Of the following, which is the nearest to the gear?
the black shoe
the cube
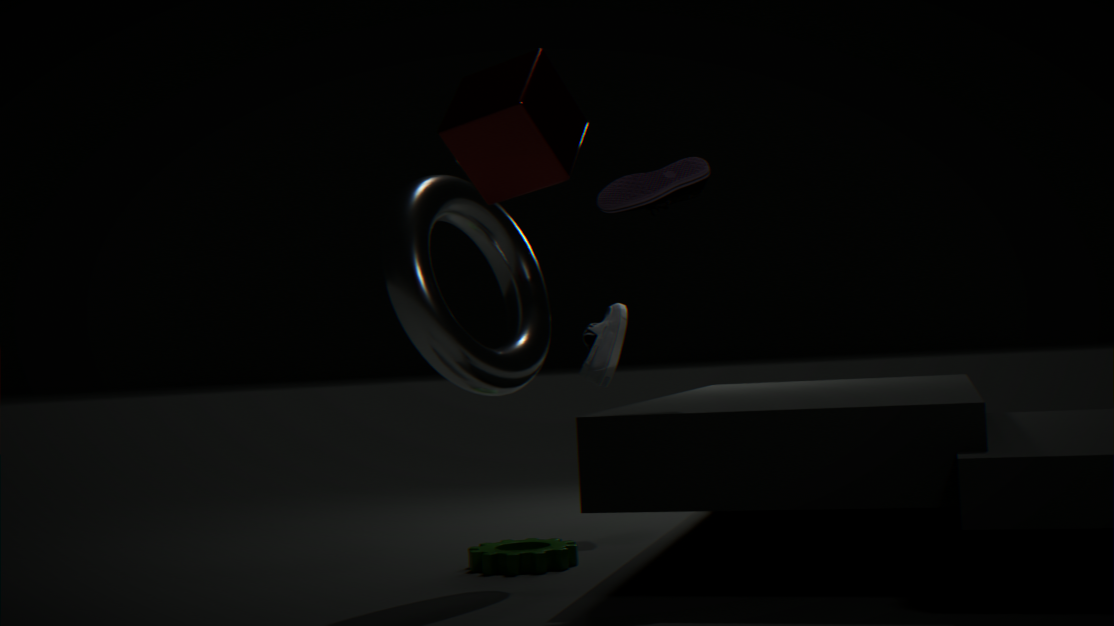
the black shoe
